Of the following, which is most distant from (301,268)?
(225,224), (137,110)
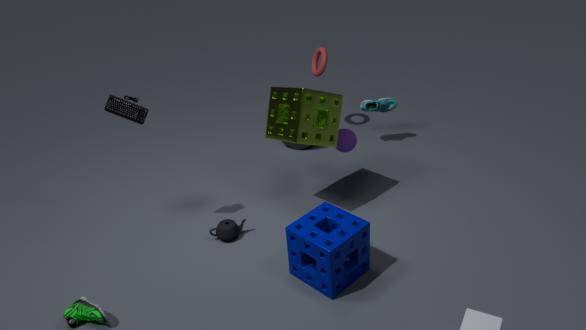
(137,110)
